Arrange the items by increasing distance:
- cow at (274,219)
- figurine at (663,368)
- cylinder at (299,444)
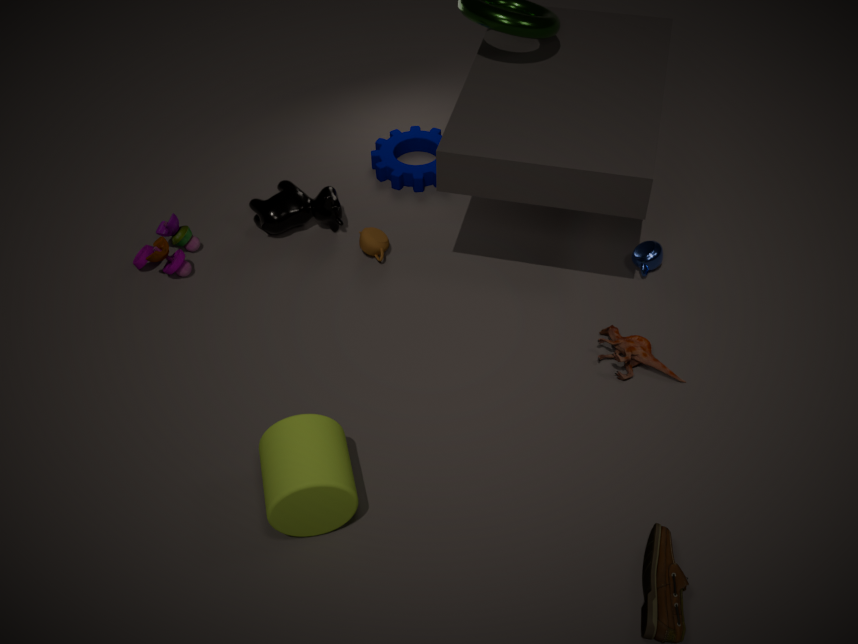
cylinder at (299,444) < figurine at (663,368) < cow at (274,219)
